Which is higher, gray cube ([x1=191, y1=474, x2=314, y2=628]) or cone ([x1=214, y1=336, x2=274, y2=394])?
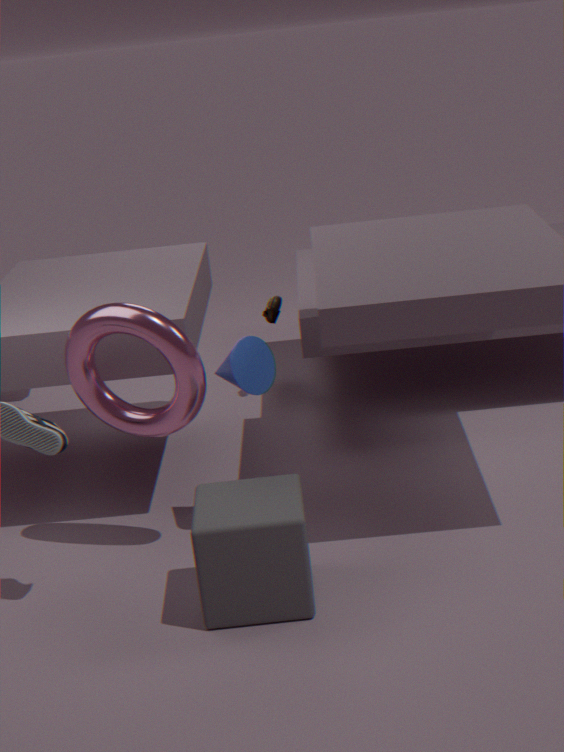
cone ([x1=214, y1=336, x2=274, y2=394])
